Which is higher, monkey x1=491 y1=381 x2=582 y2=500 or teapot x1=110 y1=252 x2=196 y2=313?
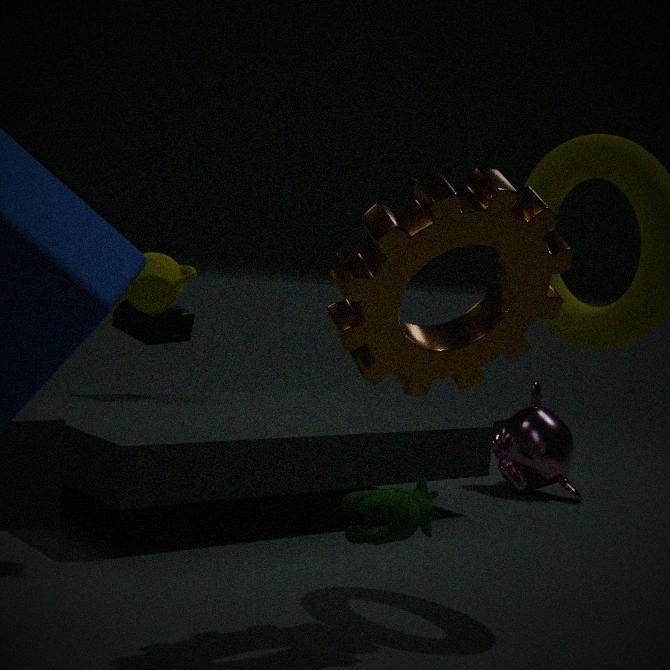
teapot x1=110 y1=252 x2=196 y2=313
